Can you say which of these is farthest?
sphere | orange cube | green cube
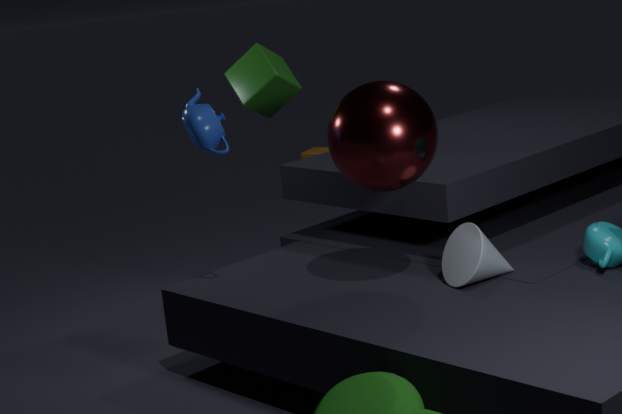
orange cube
